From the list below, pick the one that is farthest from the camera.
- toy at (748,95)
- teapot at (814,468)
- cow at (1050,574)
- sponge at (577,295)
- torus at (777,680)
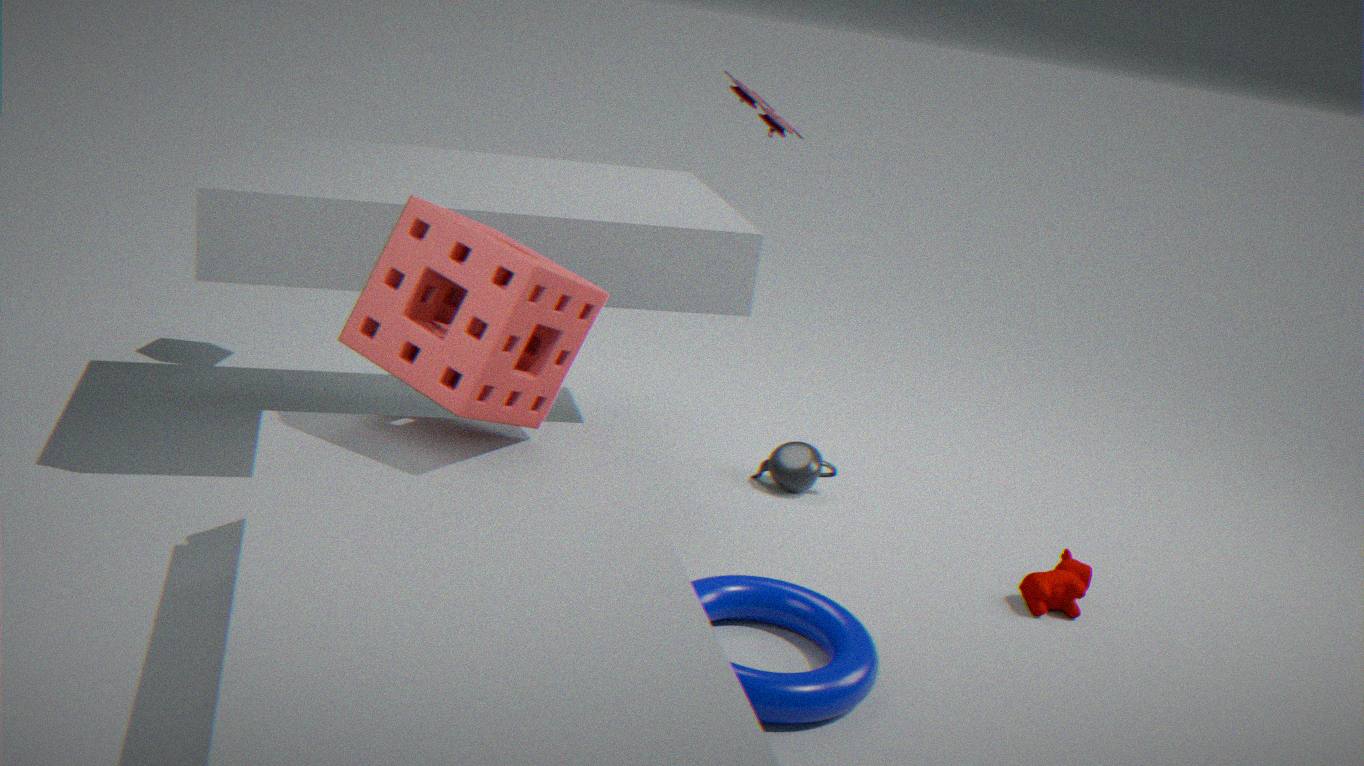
teapot at (814,468)
